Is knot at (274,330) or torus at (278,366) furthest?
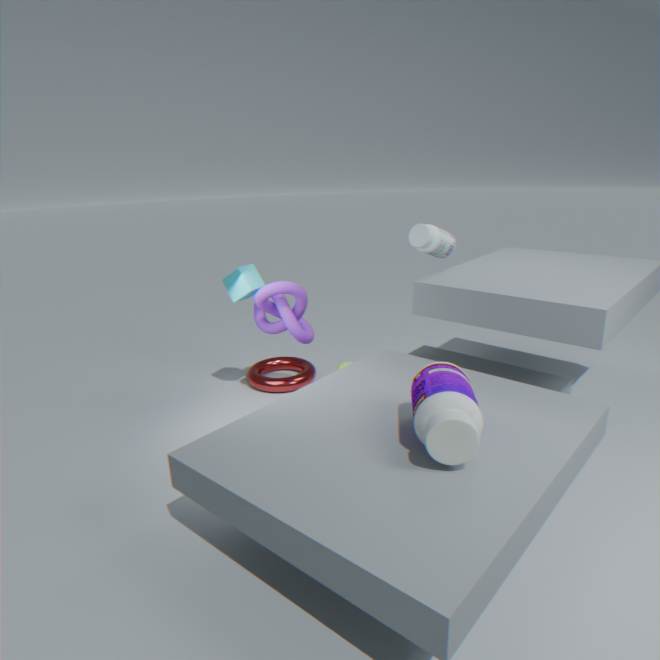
torus at (278,366)
